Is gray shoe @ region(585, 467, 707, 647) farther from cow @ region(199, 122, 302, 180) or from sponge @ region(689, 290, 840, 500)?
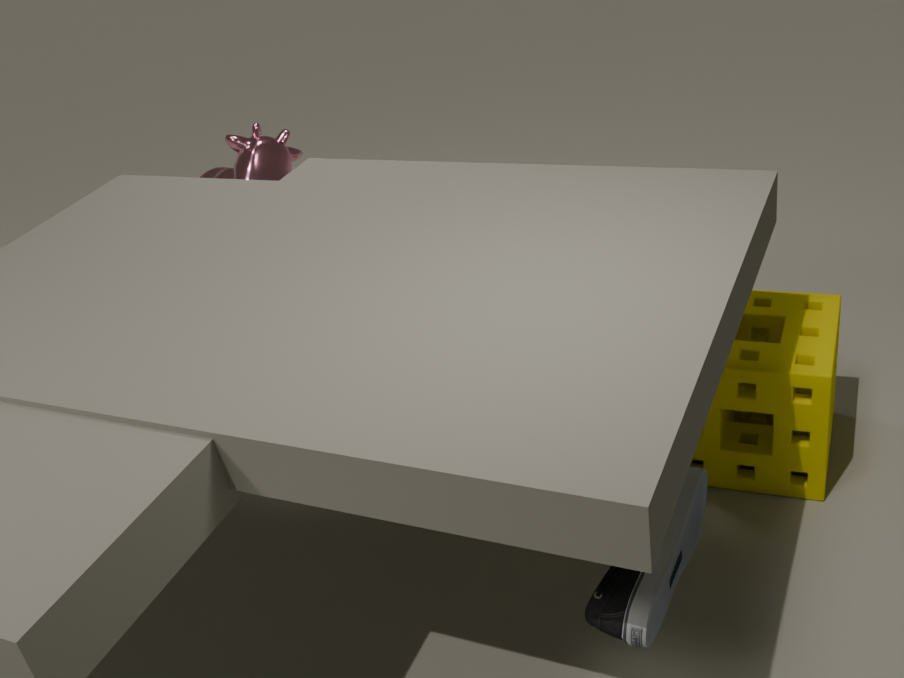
cow @ region(199, 122, 302, 180)
